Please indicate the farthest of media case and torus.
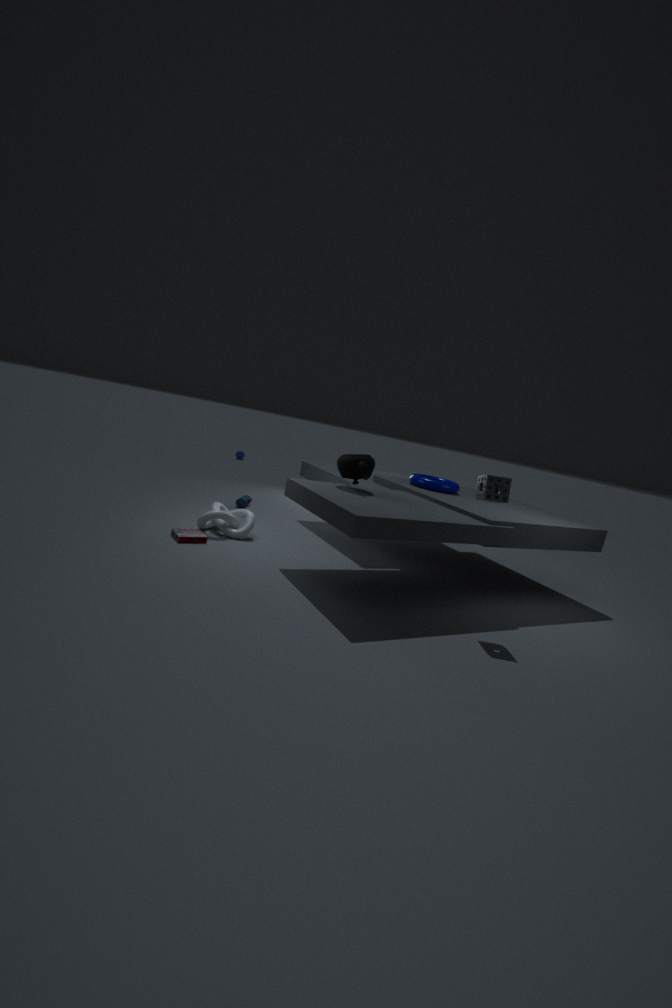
torus
